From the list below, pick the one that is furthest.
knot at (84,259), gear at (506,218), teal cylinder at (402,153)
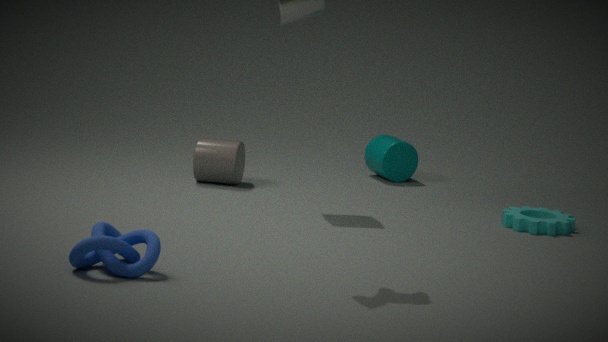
teal cylinder at (402,153)
